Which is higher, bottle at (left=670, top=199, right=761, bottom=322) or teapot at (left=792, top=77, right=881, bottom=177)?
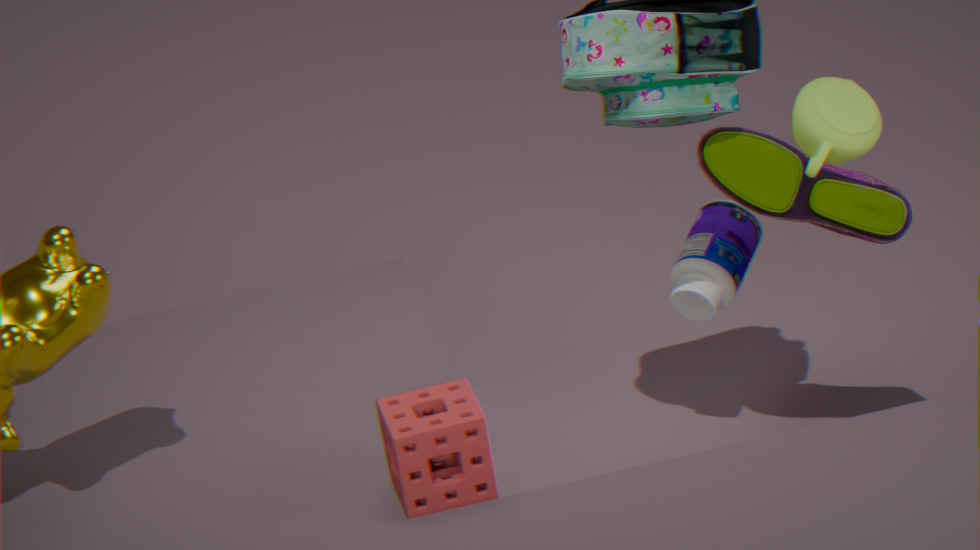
teapot at (left=792, top=77, right=881, bottom=177)
